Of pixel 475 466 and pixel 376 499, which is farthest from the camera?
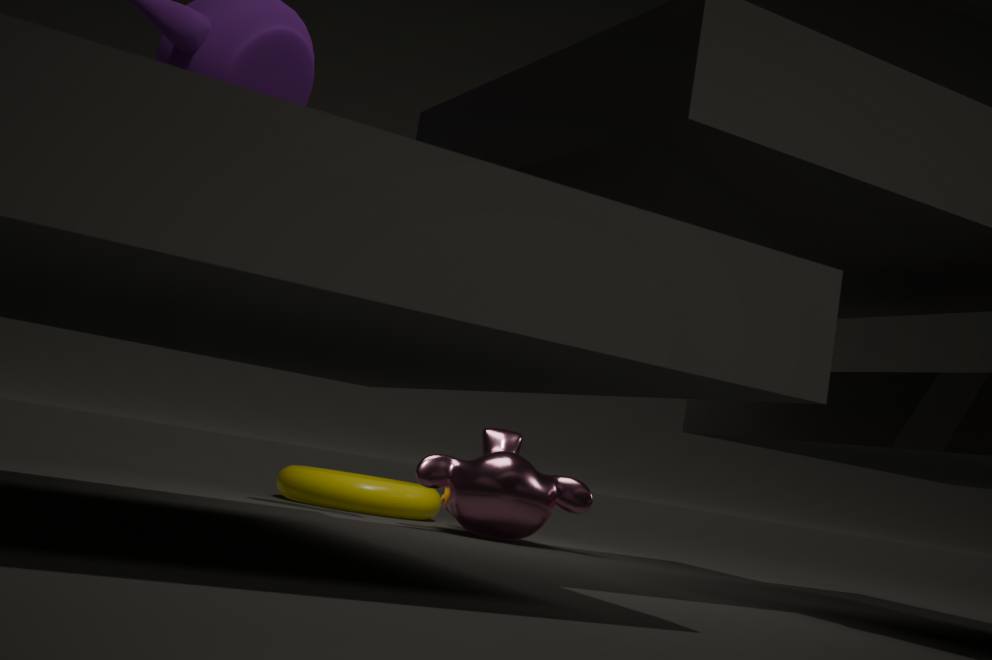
pixel 376 499
